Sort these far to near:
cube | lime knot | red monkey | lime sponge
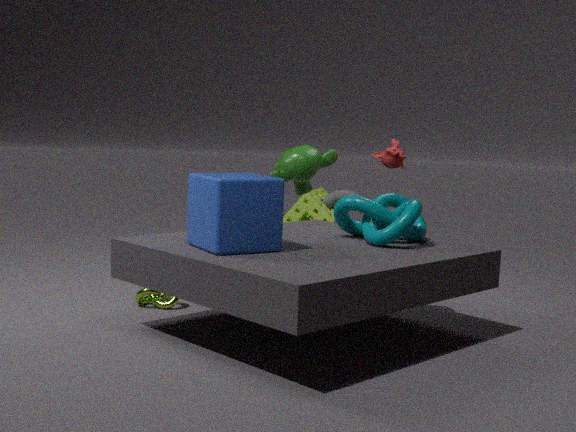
1. lime sponge
2. red monkey
3. lime knot
4. cube
